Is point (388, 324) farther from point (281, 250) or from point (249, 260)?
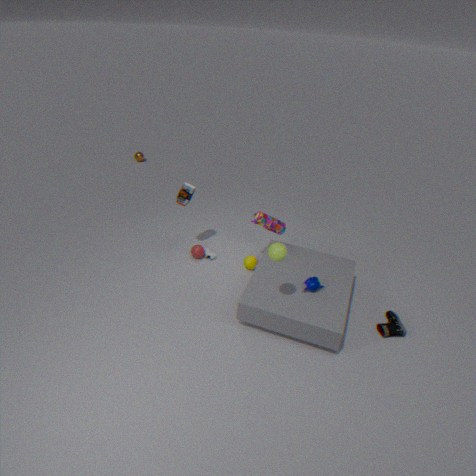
point (249, 260)
